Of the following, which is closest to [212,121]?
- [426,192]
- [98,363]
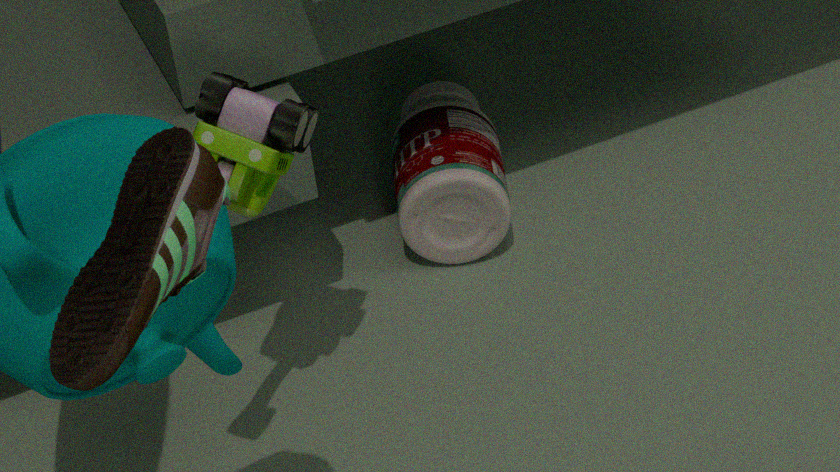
[426,192]
